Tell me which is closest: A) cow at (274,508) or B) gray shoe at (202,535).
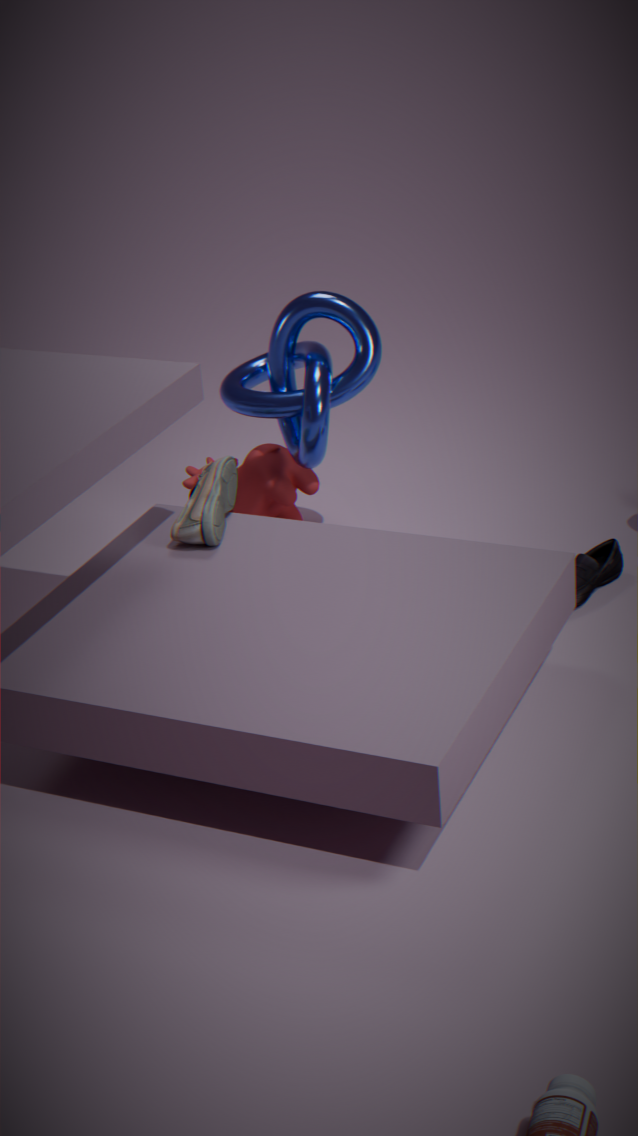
B. gray shoe at (202,535)
